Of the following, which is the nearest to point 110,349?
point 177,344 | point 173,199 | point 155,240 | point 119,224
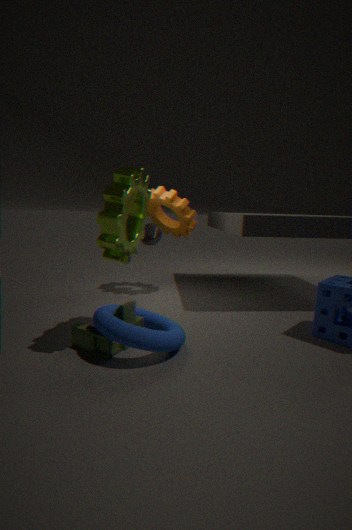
point 177,344
